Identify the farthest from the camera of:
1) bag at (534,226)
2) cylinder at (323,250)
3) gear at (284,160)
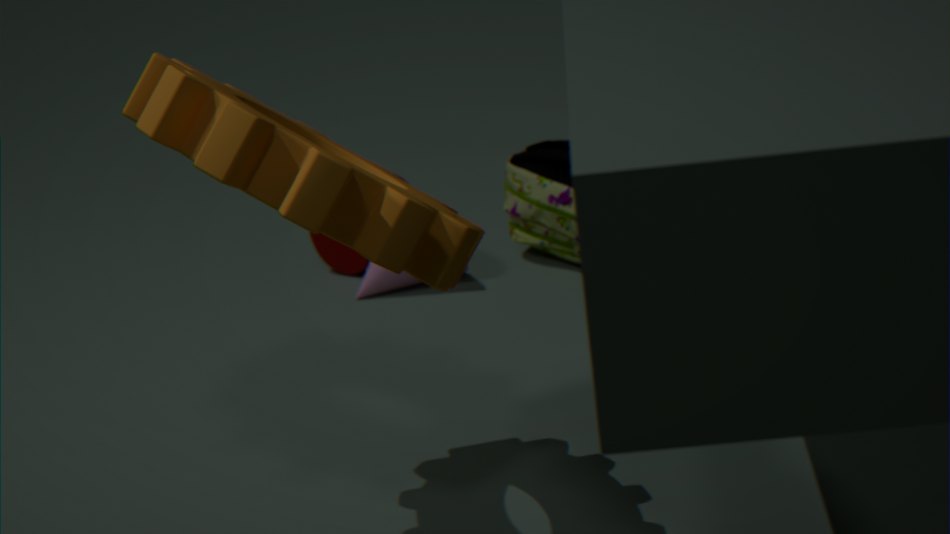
2. cylinder at (323,250)
